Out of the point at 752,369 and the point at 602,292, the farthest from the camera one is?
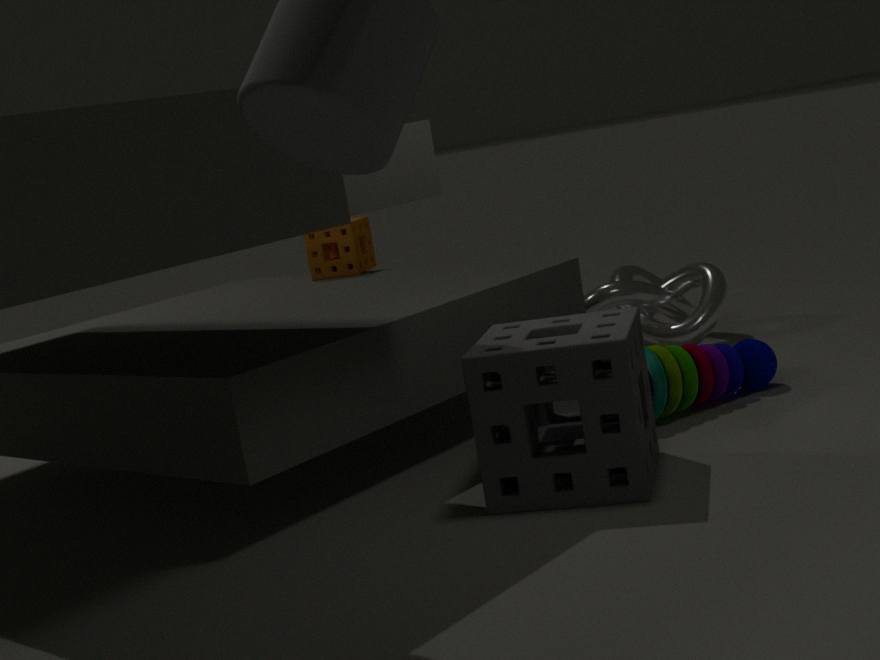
the point at 602,292
